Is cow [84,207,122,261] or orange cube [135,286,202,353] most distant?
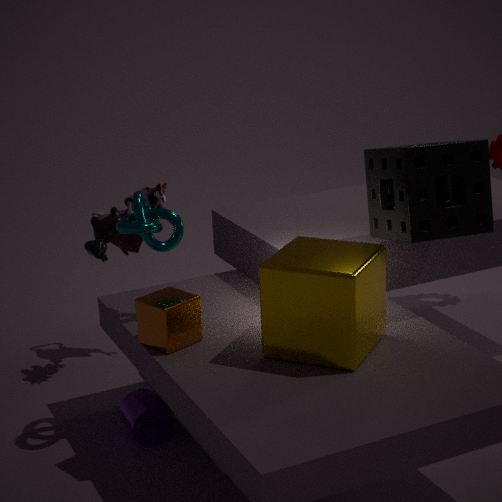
cow [84,207,122,261]
